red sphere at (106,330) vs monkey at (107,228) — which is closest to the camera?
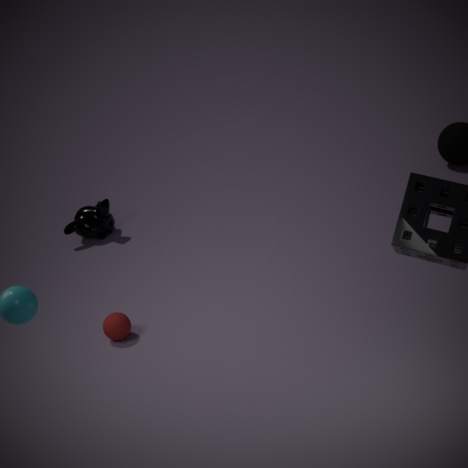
red sphere at (106,330)
